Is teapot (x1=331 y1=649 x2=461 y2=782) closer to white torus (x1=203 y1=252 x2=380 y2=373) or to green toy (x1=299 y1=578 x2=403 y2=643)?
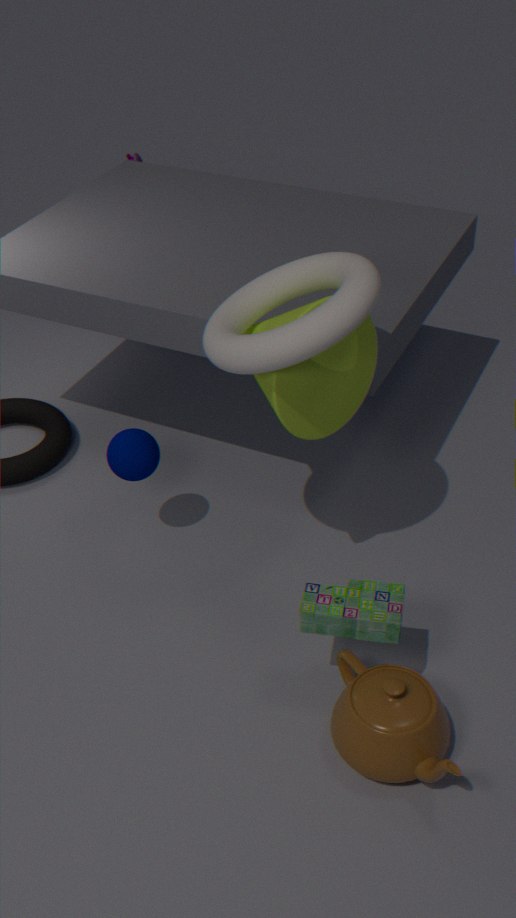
green toy (x1=299 y1=578 x2=403 y2=643)
